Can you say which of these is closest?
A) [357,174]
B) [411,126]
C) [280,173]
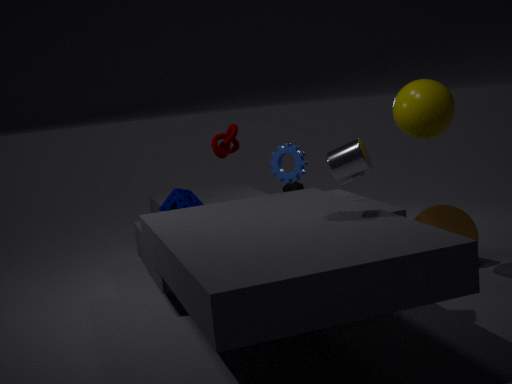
[357,174]
